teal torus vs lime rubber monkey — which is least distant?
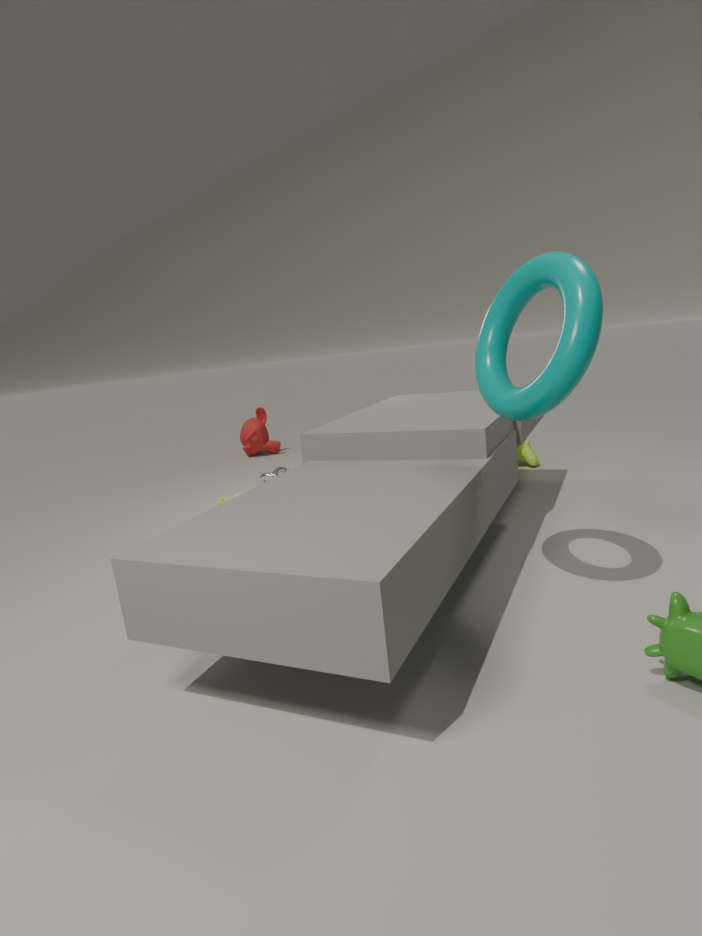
teal torus
